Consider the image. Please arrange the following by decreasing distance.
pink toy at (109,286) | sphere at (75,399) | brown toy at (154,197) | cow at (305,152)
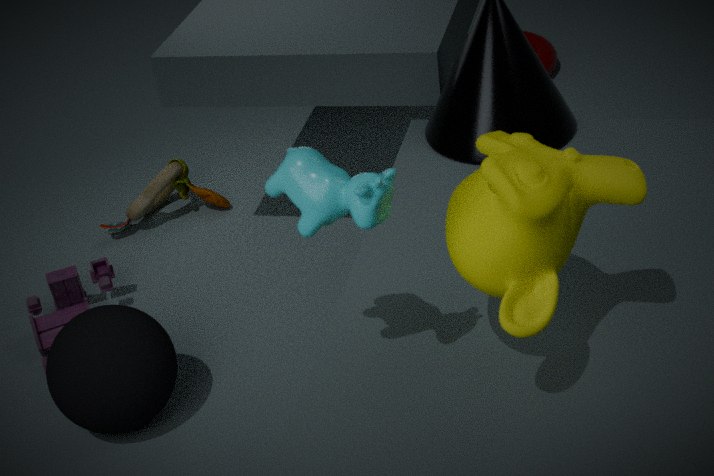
brown toy at (154,197) → pink toy at (109,286) → sphere at (75,399) → cow at (305,152)
